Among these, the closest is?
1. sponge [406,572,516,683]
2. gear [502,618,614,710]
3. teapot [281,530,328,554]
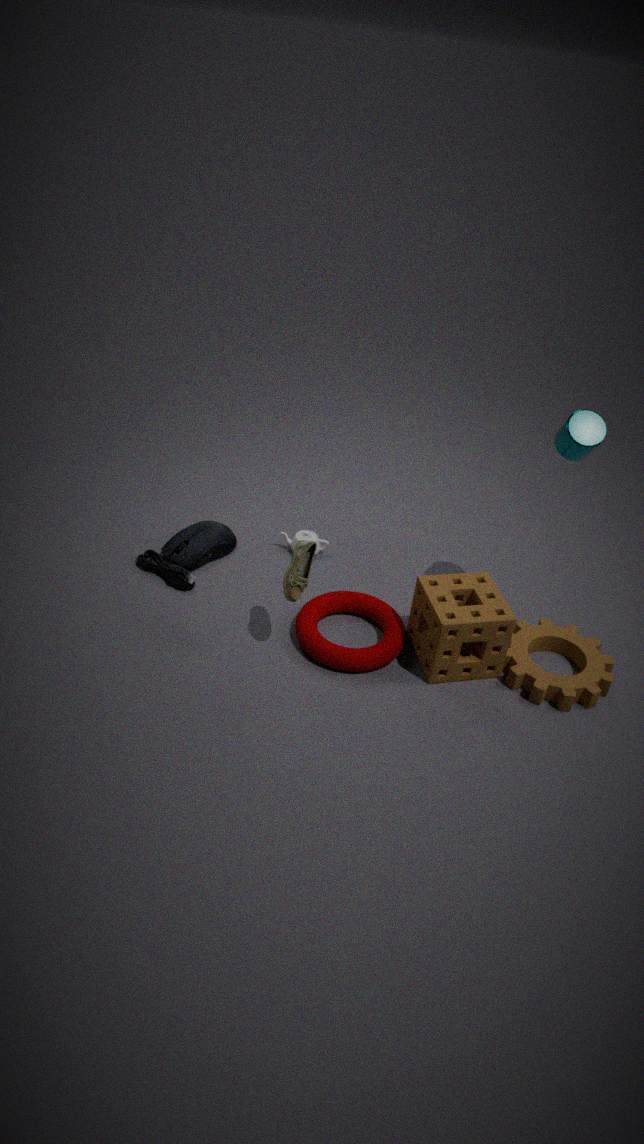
sponge [406,572,516,683]
